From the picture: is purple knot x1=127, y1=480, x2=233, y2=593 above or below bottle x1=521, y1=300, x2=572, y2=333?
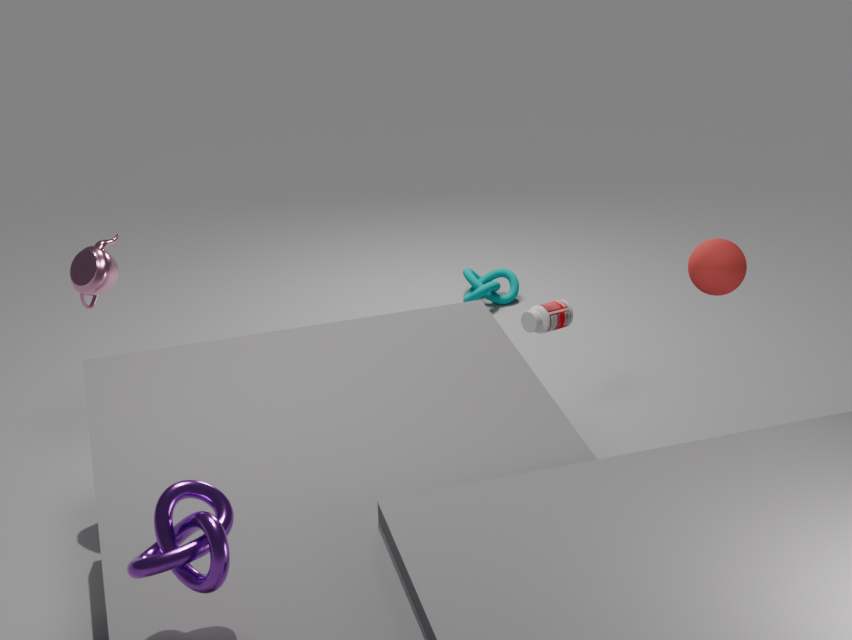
above
